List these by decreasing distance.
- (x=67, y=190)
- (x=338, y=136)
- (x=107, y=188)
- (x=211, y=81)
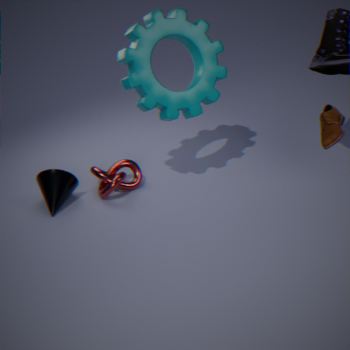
(x=67, y=190) → (x=107, y=188) → (x=211, y=81) → (x=338, y=136)
